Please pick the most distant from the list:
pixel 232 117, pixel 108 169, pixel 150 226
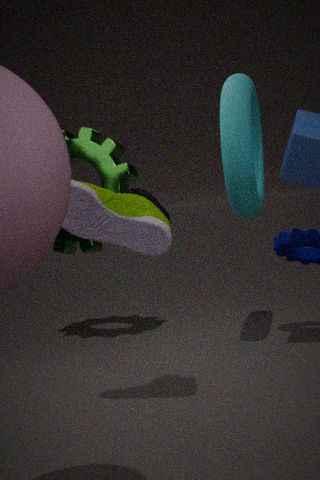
pixel 108 169
